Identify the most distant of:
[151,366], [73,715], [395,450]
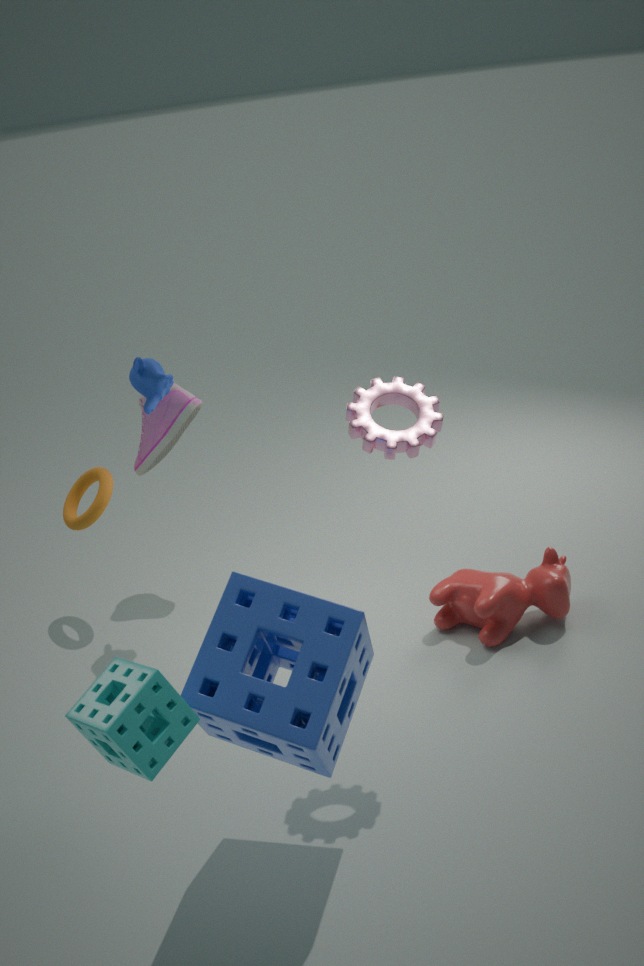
[151,366]
